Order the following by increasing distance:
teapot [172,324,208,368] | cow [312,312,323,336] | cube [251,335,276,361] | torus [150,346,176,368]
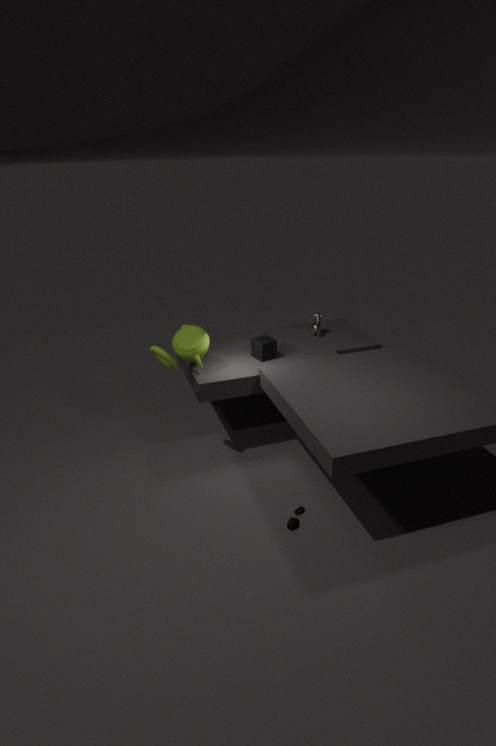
torus [150,346,176,368]
teapot [172,324,208,368]
cube [251,335,276,361]
cow [312,312,323,336]
